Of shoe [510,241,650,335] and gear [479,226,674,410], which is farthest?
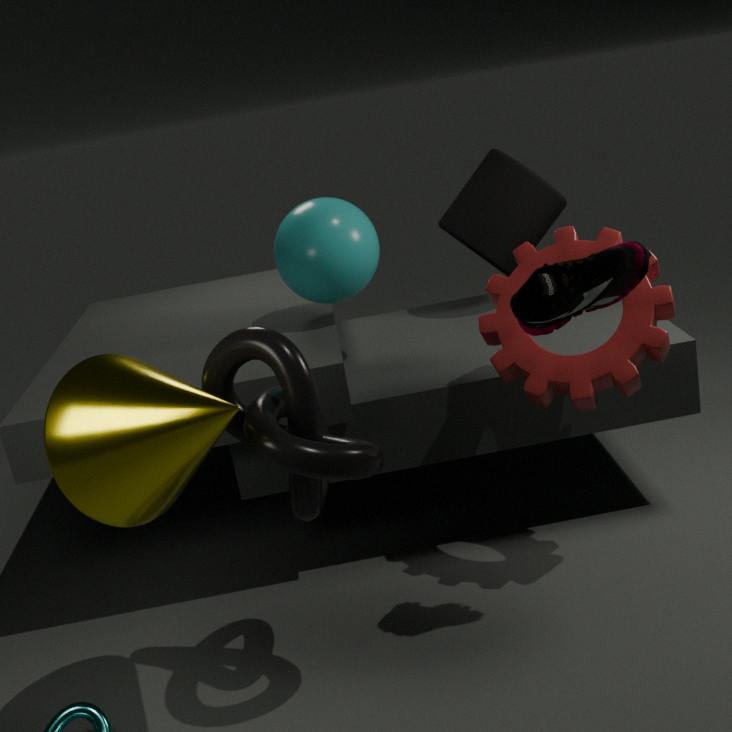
gear [479,226,674,410]
